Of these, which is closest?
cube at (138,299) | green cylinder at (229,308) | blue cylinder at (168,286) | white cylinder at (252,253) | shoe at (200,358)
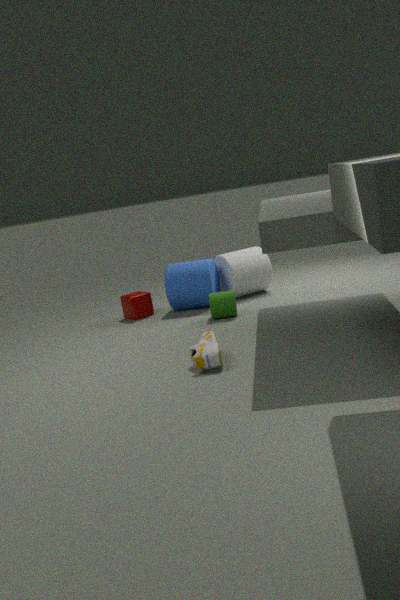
shoe at (200,358)
